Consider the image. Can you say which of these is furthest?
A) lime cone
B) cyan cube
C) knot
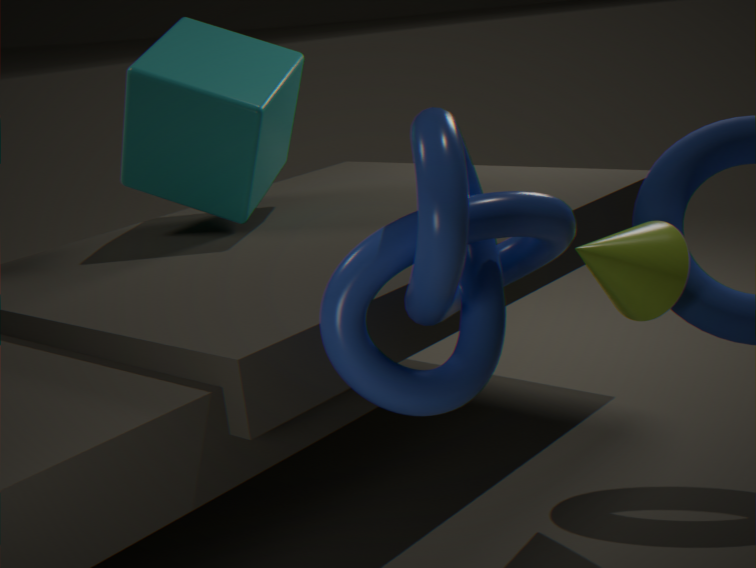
cyan cube
